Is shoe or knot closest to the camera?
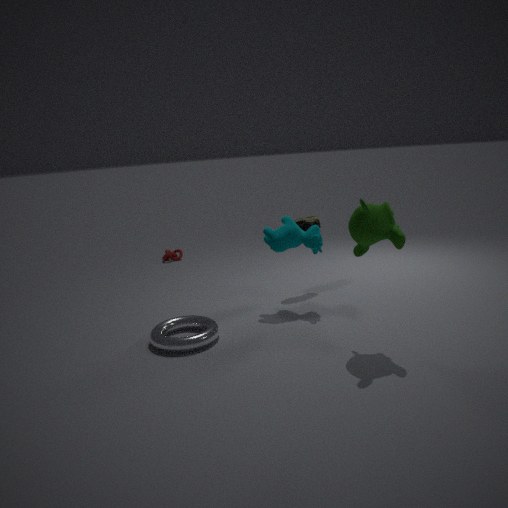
shoe
